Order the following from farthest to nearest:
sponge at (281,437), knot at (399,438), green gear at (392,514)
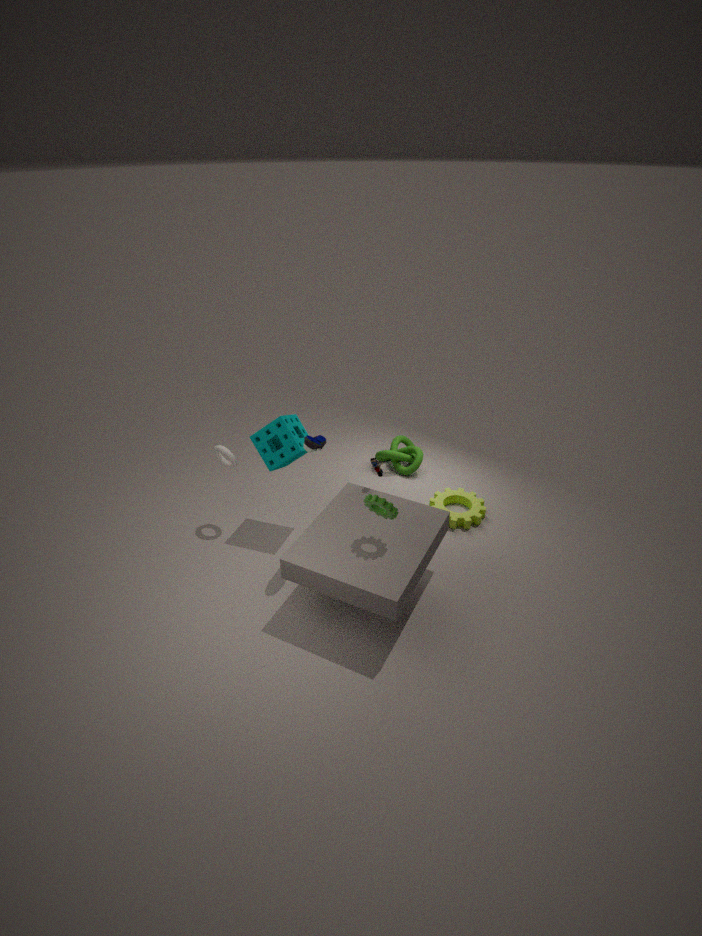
knot at (399,438) < sponge at (281,437) < green gear at (392,514)
